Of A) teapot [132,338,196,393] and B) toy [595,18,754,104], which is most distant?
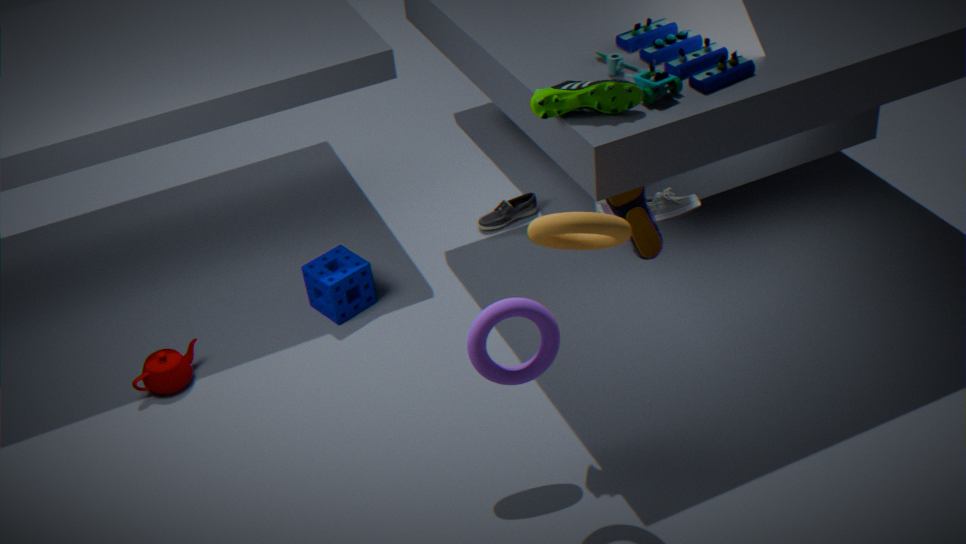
A. teapot [132,338,196,393]
